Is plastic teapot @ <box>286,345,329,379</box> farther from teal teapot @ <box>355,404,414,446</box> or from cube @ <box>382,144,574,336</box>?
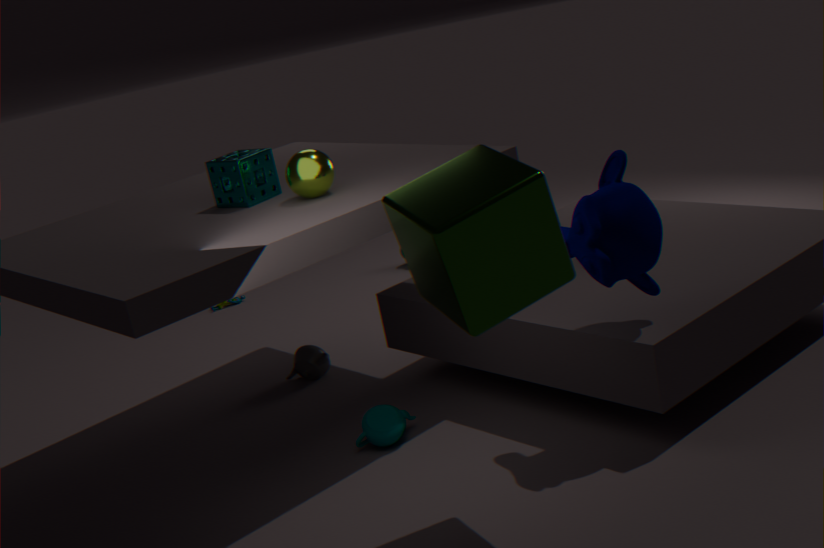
cube @ <box>382,144,574,336</box>
